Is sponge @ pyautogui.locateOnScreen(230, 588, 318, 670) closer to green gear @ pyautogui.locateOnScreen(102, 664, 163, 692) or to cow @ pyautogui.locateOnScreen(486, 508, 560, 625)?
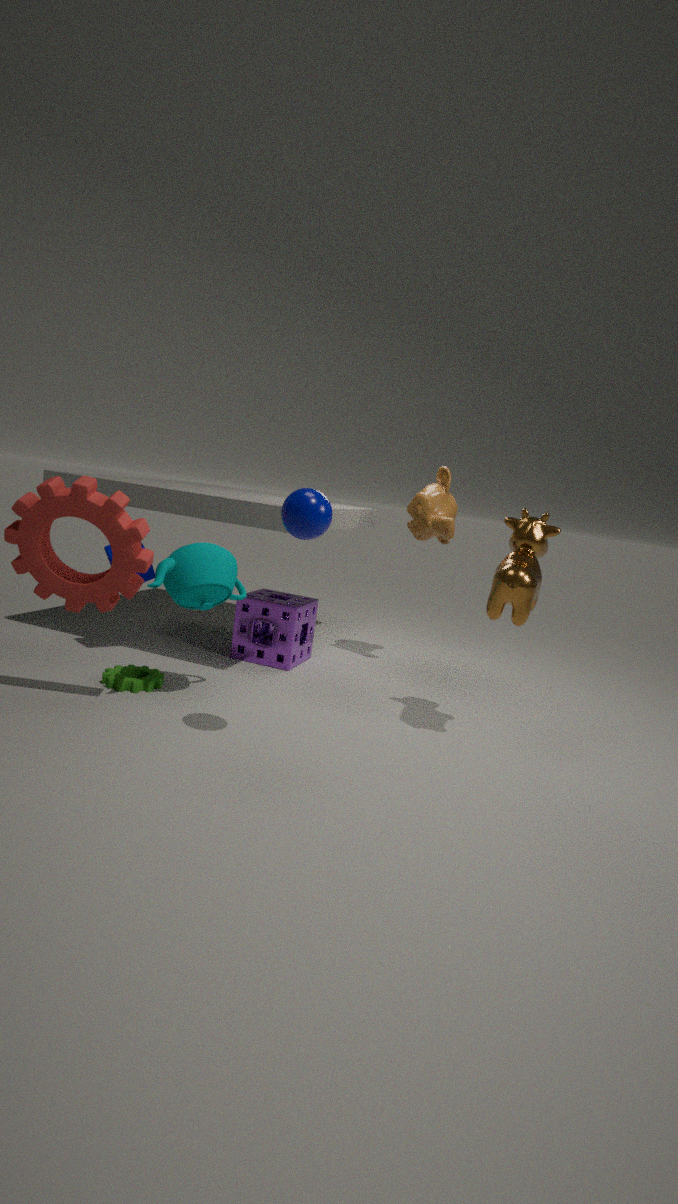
green gear @ pyautogui.locateOnScreen(102, 664, 163, 692)
